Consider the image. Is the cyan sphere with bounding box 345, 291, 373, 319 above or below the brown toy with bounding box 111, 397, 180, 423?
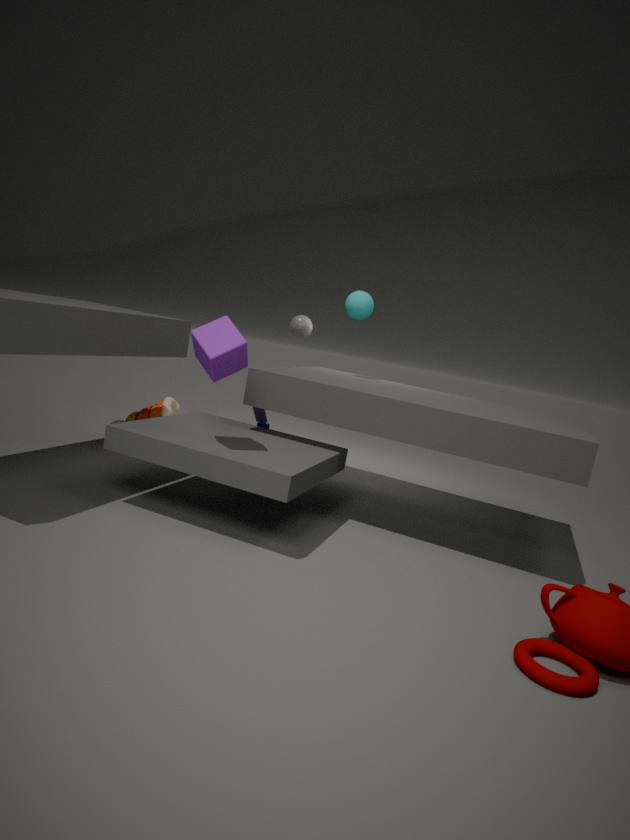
above
